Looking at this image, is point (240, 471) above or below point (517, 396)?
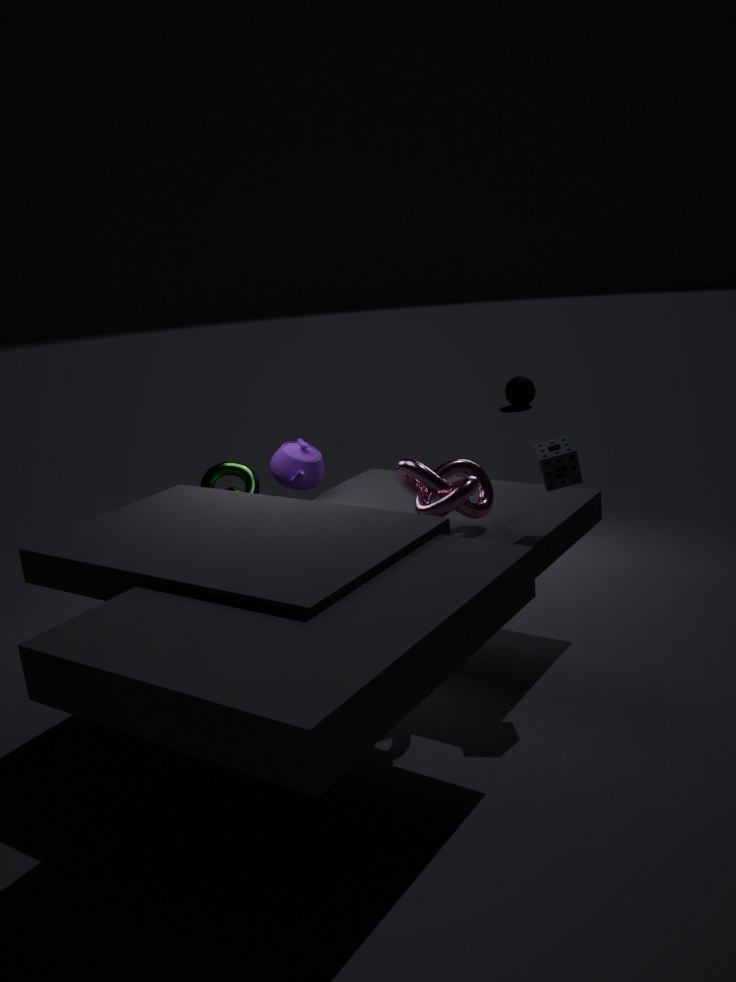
above
